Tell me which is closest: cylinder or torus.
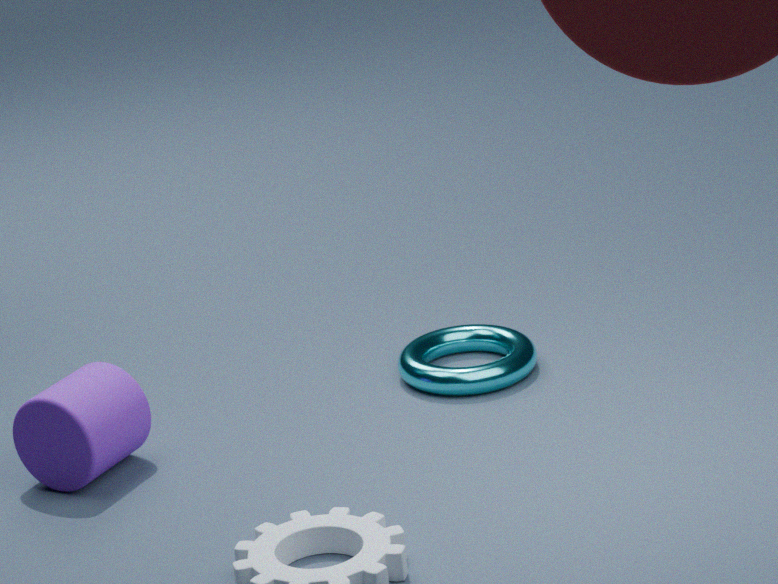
cylinder
